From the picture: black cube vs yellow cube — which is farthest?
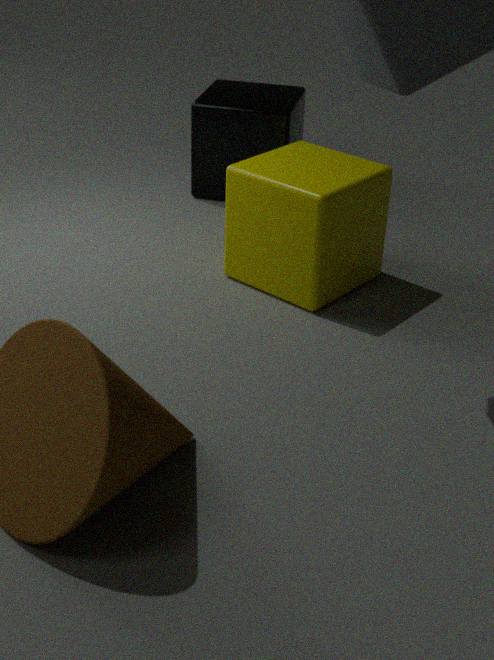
black cube
